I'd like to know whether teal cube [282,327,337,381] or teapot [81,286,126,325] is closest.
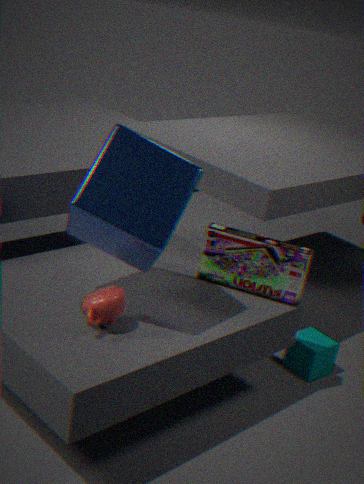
teapot [81,286,126,325]
